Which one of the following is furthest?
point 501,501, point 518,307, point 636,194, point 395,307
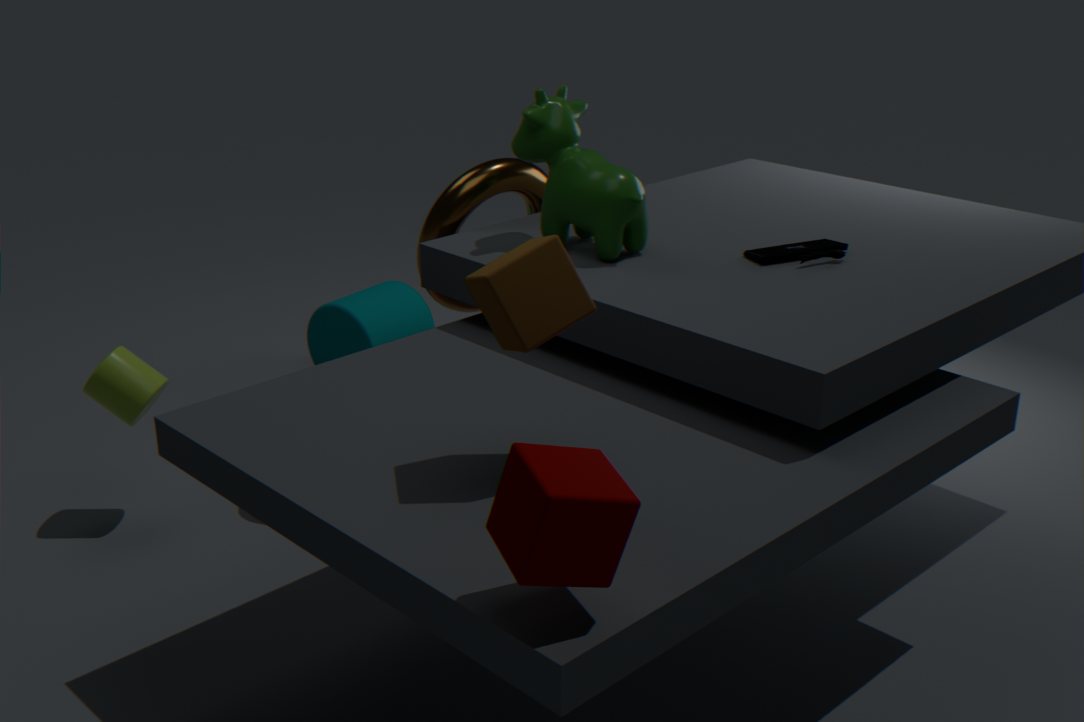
point 395,307
